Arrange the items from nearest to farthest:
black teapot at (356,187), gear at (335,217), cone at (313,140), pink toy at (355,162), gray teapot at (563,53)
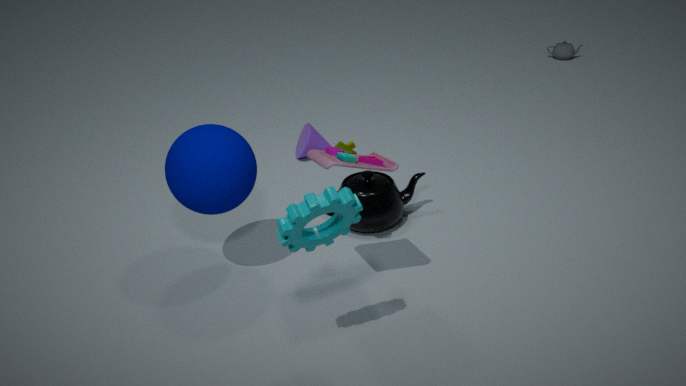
1. gear at (335,217)
2. pink toy at (355,162)
3. black teapot at (356,187)
4. cone at (313,140)
5. gray teapot at (563,53)
